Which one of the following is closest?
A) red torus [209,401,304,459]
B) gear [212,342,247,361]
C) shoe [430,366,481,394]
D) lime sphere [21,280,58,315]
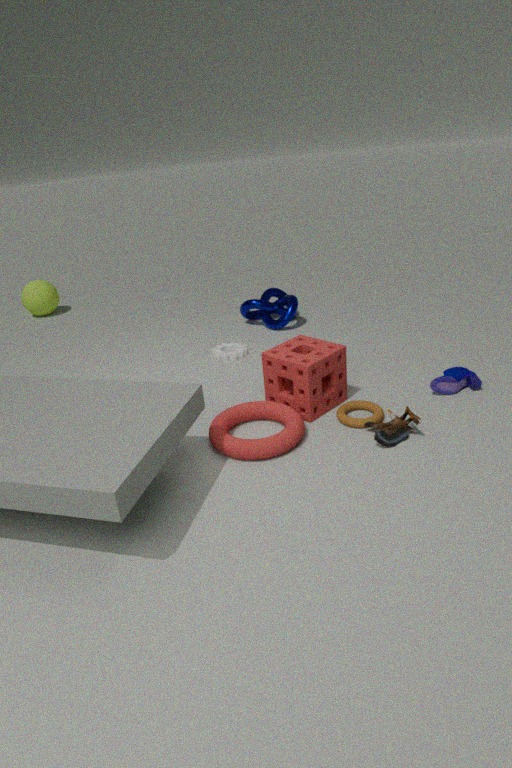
red torus [209,401,304,459]
